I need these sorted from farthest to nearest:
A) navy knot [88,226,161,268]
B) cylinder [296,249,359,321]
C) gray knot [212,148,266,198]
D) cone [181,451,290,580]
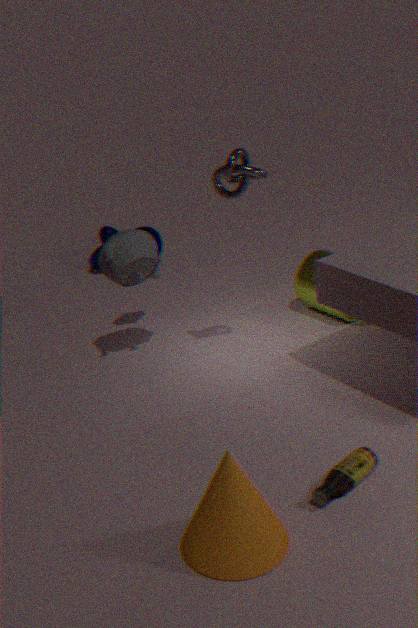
navy knot [88,226,161,268] → cylinder [296,249,359,321] → gray knot [212,148,266,198] → cone [181,451,290,580]
